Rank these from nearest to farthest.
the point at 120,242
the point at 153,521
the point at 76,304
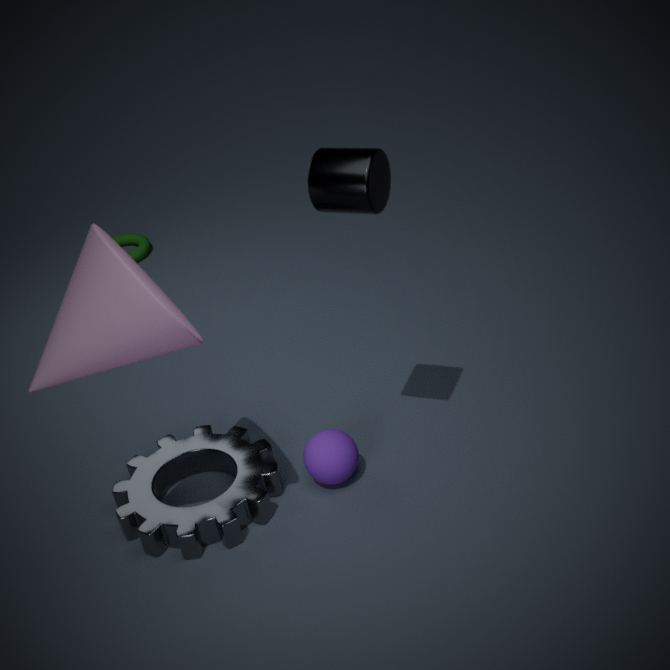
the point at 76,304 < the point at 153,521 < the point at 120,242
